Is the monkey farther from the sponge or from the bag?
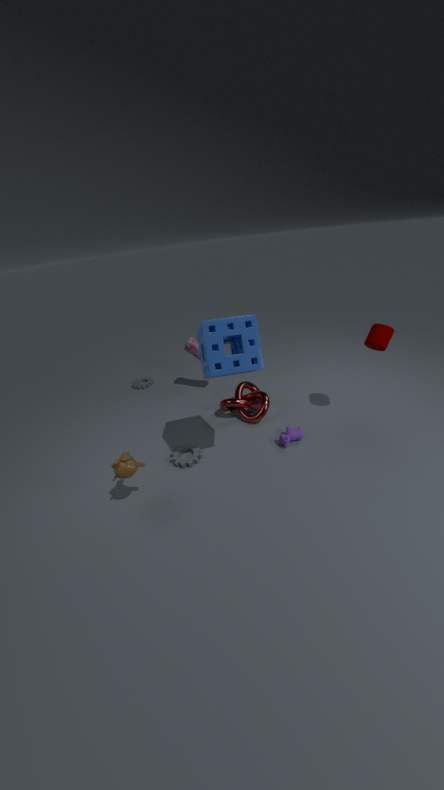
the bag
